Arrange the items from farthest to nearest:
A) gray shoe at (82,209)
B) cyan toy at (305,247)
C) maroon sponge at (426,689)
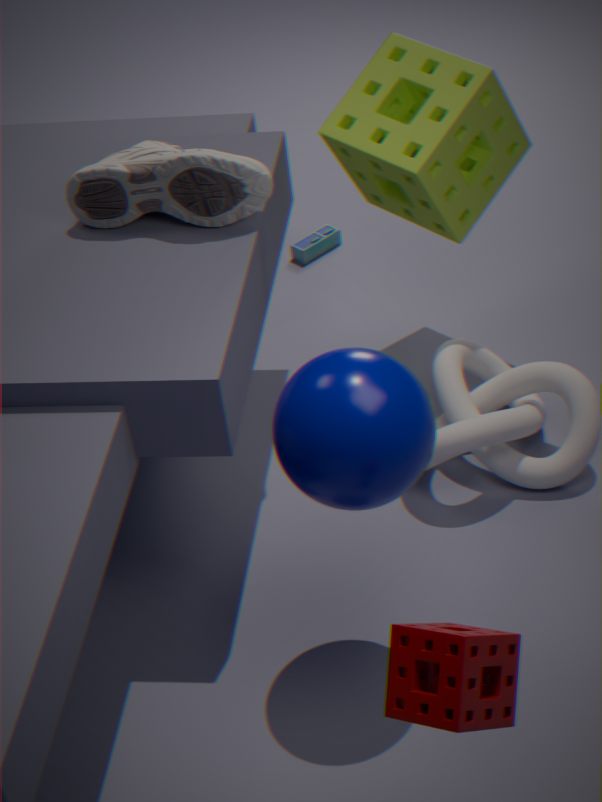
cyan toy at (305,247)
gray shoe at (82,209)
maroon sponge at (426,689)
